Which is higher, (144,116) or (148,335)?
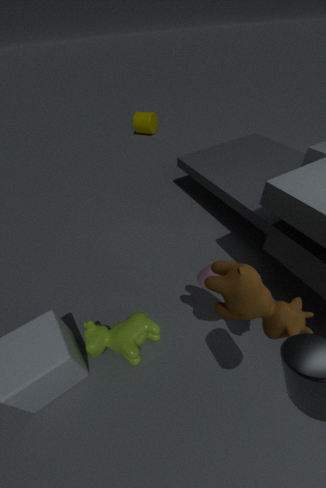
(144,116)
